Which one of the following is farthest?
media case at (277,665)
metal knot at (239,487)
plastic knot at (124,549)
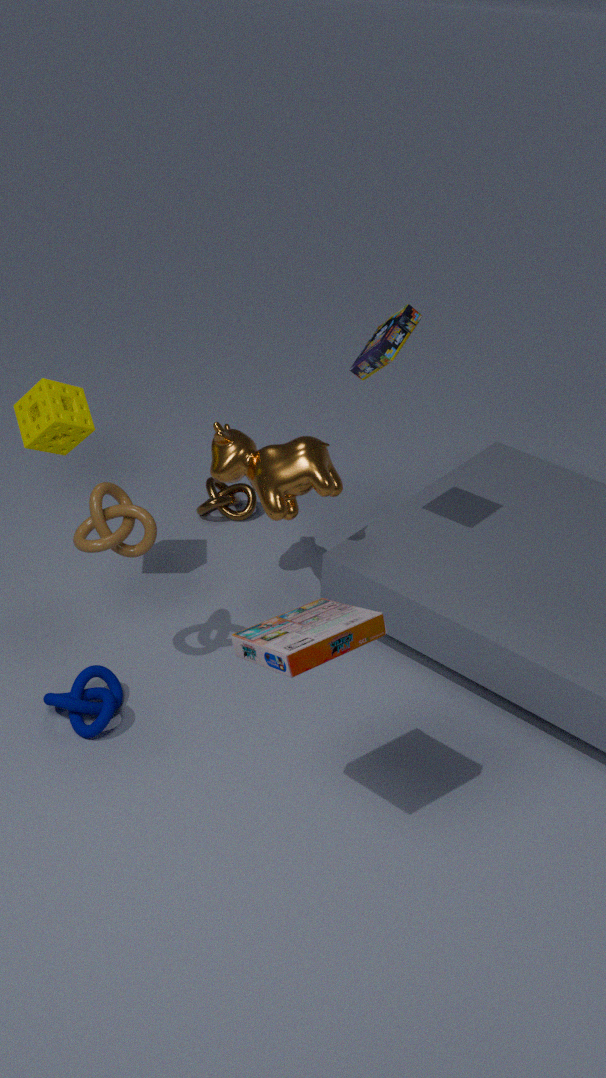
metal knot at (239,487)
